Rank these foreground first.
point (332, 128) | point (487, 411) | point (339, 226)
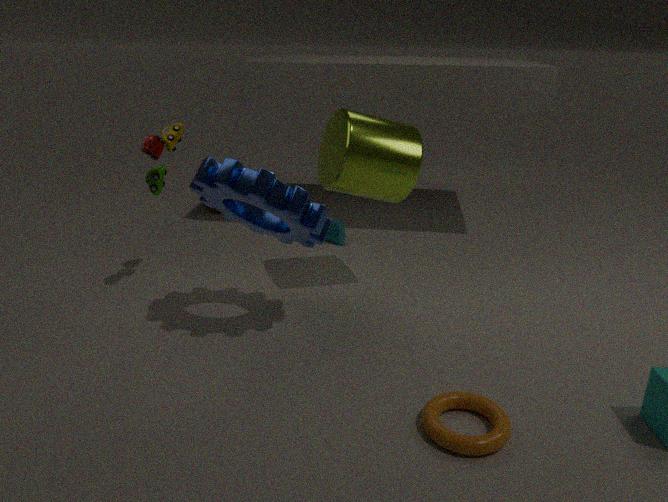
point (487, 411)
point (332, 128)
point (339, 226)
